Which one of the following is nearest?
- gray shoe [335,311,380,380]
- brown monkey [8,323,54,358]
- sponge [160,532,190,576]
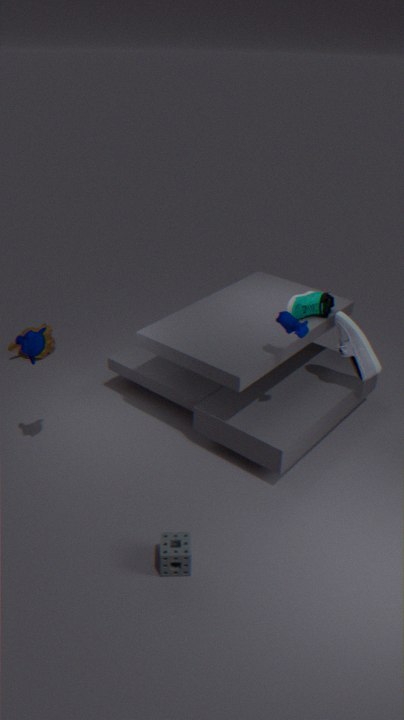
sponge [160,532,190,576]
